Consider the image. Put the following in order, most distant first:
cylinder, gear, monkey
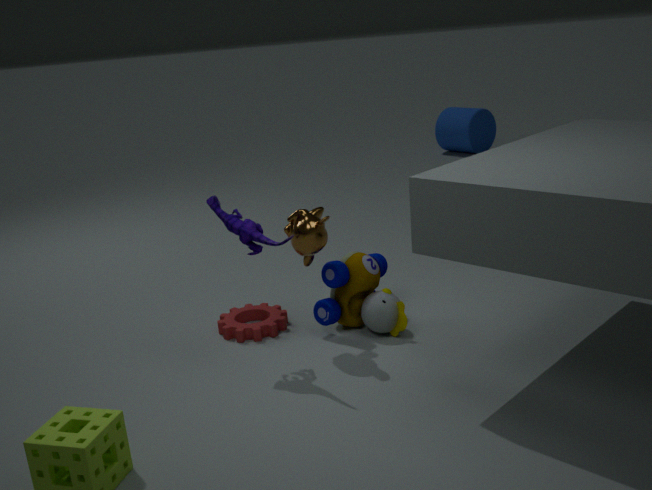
cylinder, gear, monkey
